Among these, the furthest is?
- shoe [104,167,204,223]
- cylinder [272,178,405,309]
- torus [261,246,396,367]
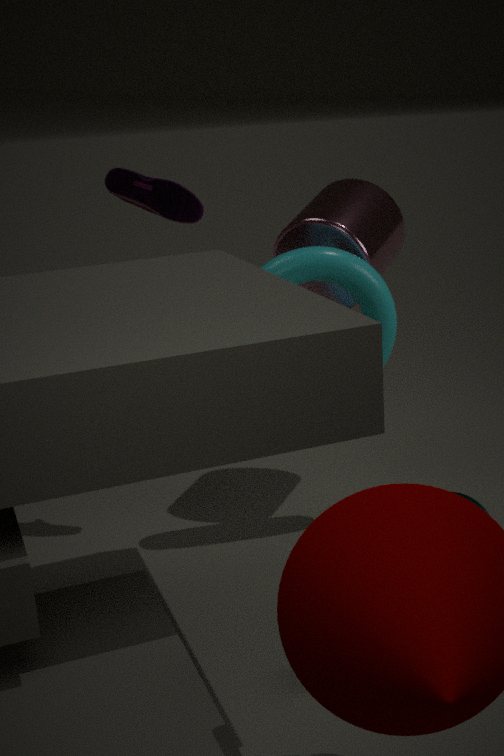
cylinder [272,178,405,309]
